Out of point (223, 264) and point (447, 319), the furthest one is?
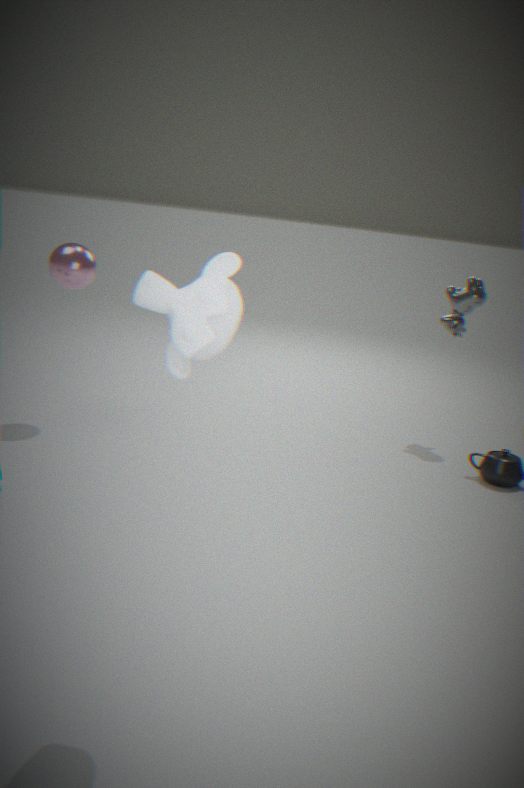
point (447, 319)
